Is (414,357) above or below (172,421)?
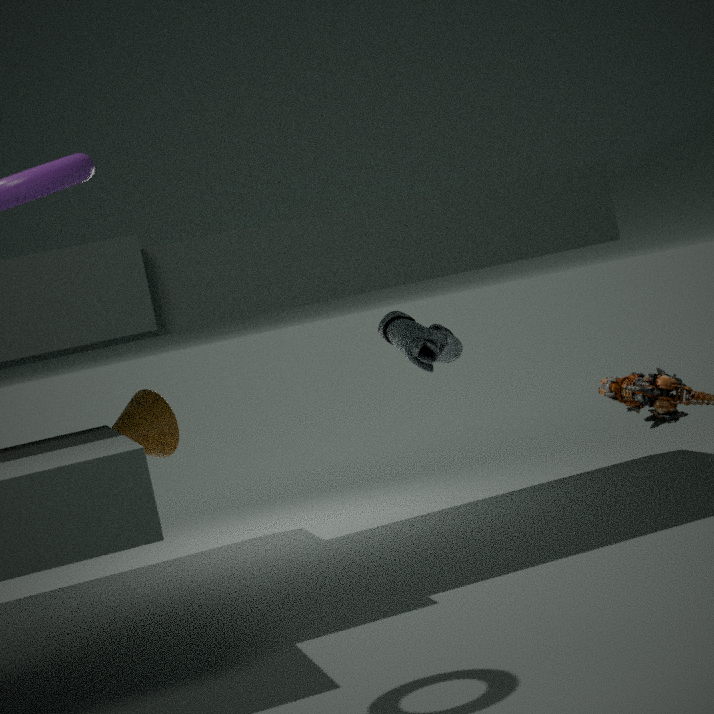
above
